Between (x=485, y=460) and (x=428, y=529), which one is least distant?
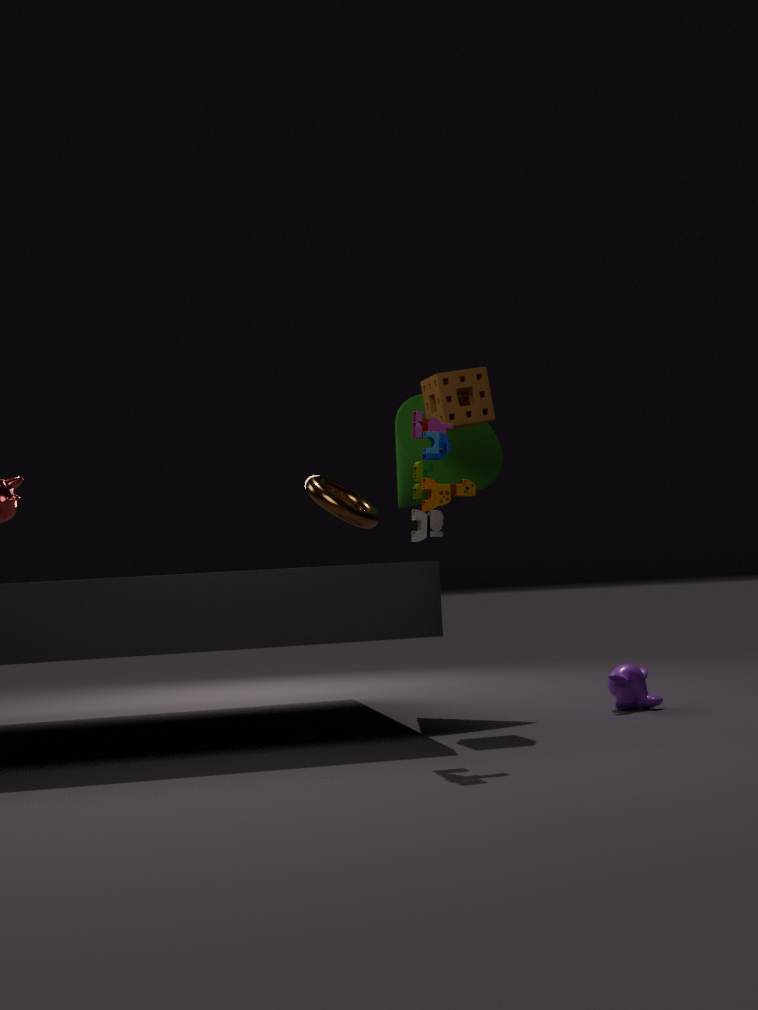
(x=428, y=529)
